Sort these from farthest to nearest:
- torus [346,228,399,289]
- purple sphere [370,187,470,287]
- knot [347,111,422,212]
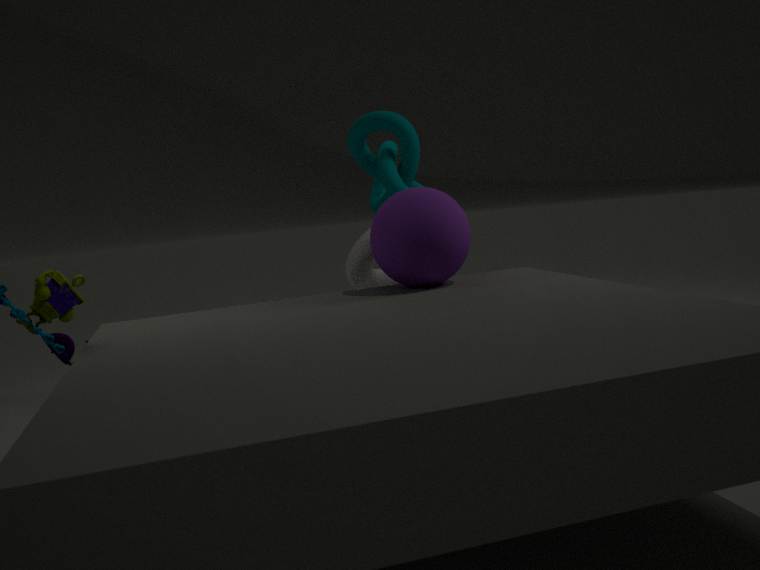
1. knot [347,111,422,212]
2. torus [346,228,399,289]
3. purple sphere [370,187,470,287]
